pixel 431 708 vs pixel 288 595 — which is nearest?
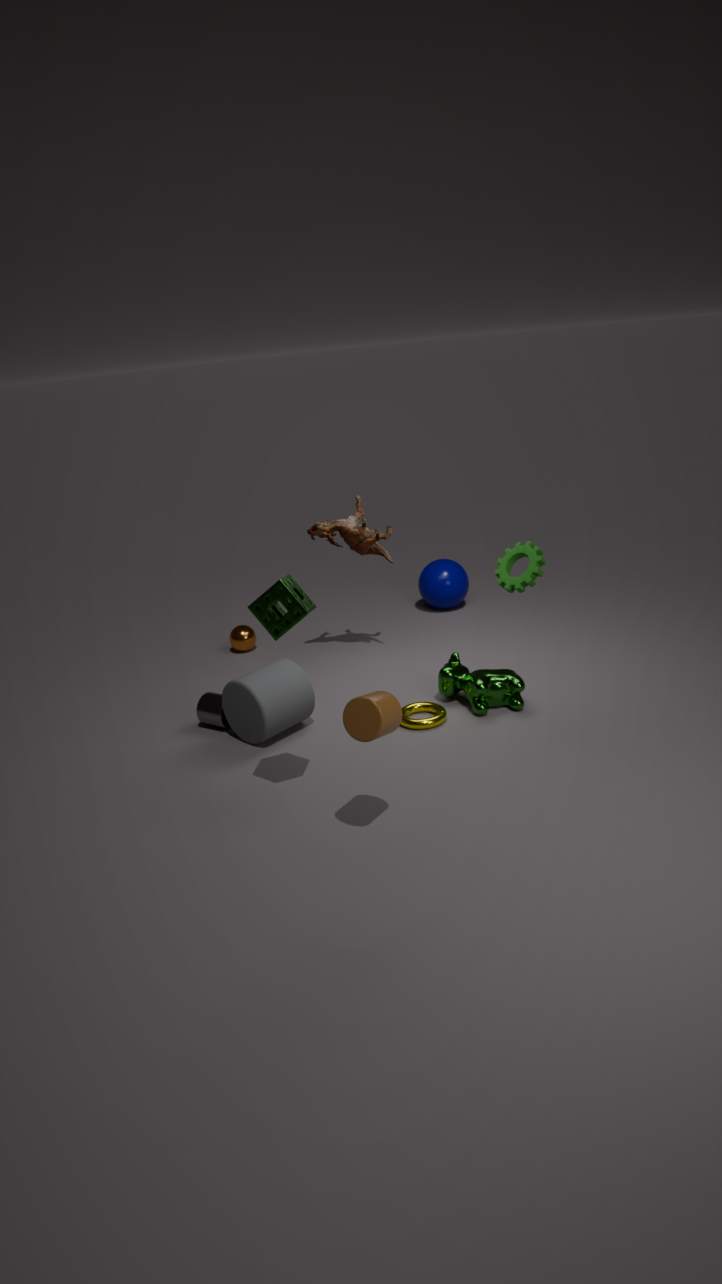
pixel 288 595
